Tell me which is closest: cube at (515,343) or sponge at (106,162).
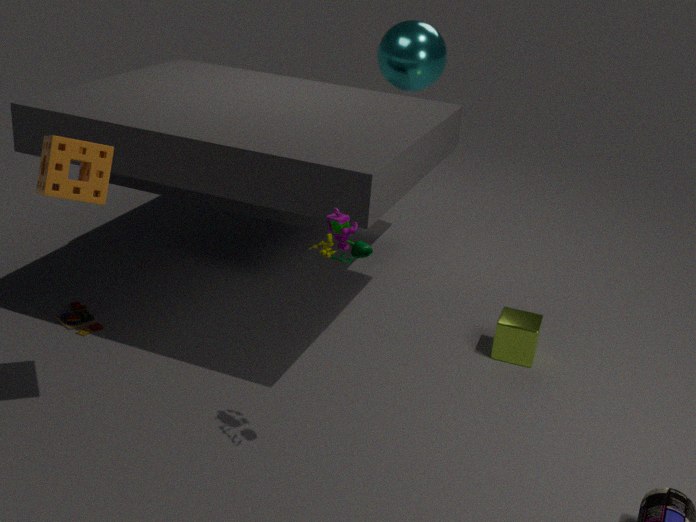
sponge at (106,162)
